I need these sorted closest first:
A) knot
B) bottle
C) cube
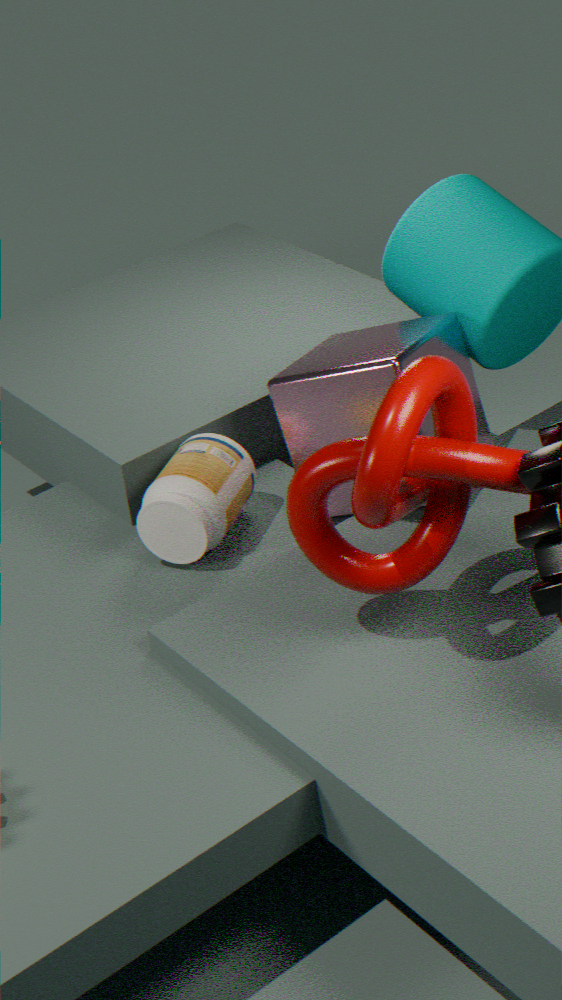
knot < cube < bottle
